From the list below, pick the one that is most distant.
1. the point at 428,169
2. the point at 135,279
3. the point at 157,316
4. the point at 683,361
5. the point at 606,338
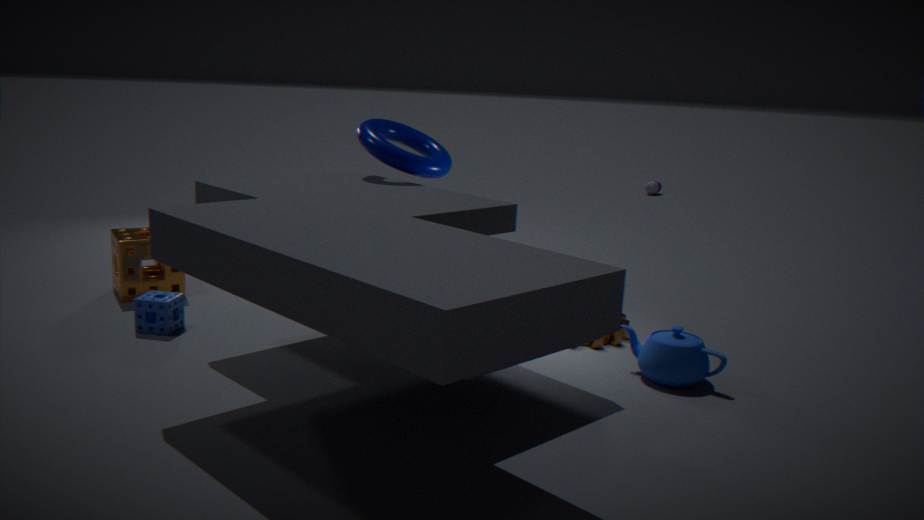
the point at 135,279
